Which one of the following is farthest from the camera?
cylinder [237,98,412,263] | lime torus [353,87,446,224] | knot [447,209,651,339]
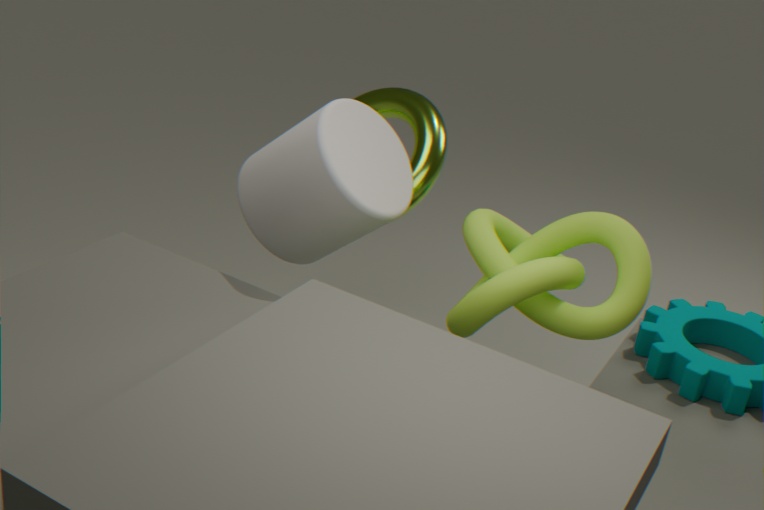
lime torus [353,87,446,224]
